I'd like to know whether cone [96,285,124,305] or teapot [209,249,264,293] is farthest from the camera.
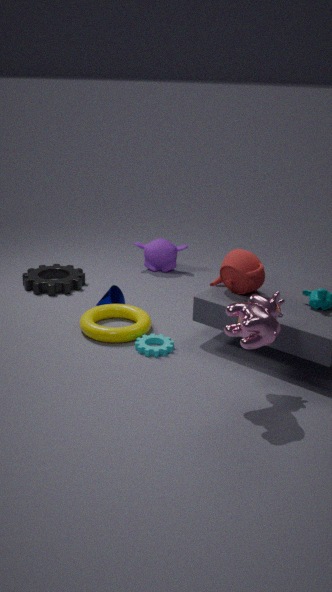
cone [96,285,124,305]
